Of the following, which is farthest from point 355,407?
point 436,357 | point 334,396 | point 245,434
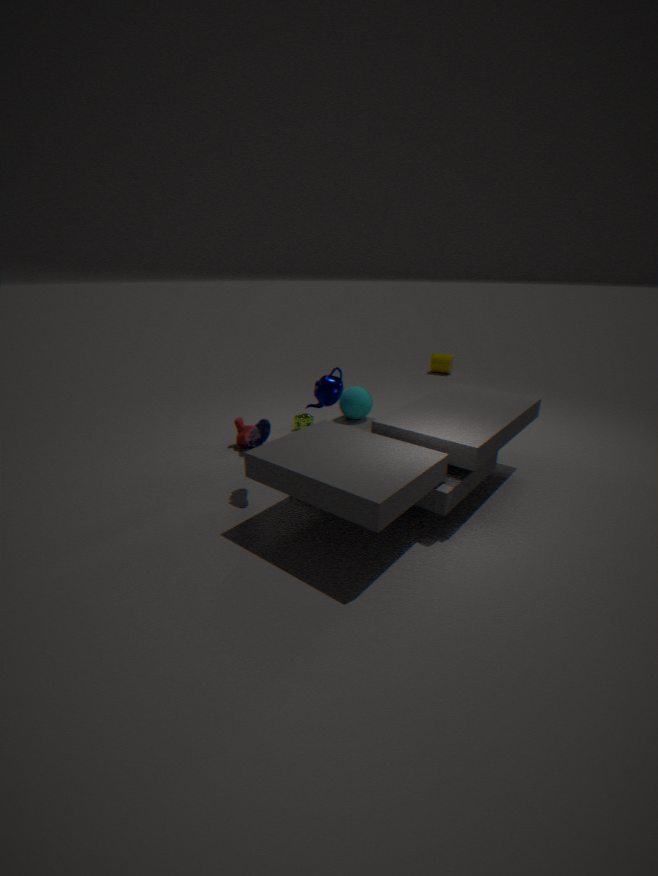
point 436,357
